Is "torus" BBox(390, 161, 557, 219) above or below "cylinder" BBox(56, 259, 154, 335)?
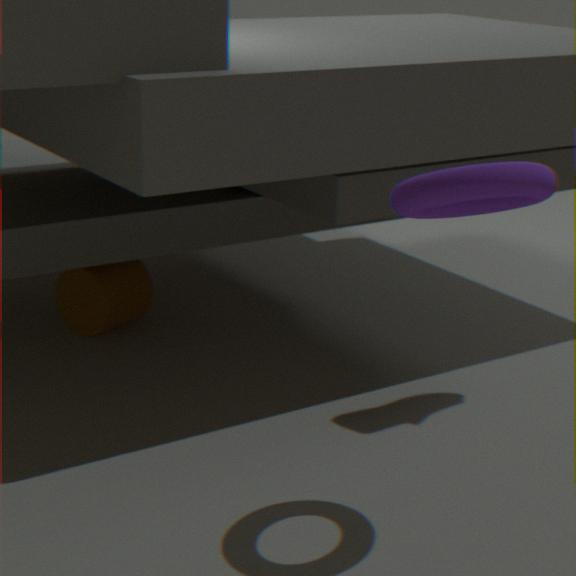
above
